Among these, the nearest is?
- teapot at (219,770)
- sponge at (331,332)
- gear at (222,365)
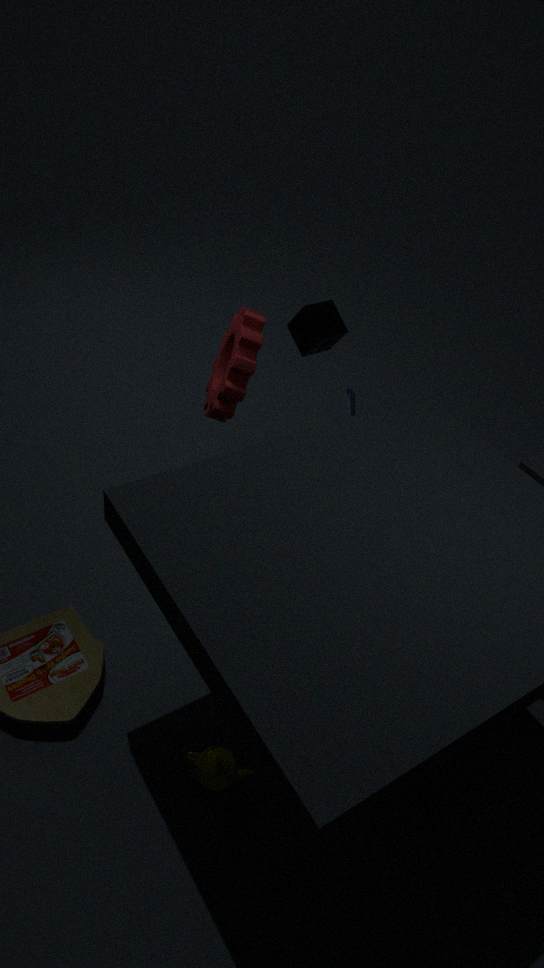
teapot at (219,770)
